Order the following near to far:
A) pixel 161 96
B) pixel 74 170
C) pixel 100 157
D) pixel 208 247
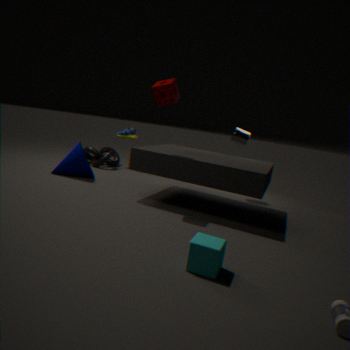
1. pixel 208 247
2. pixel 161 96
3. pixel 74 170
4. pixel 100 157
